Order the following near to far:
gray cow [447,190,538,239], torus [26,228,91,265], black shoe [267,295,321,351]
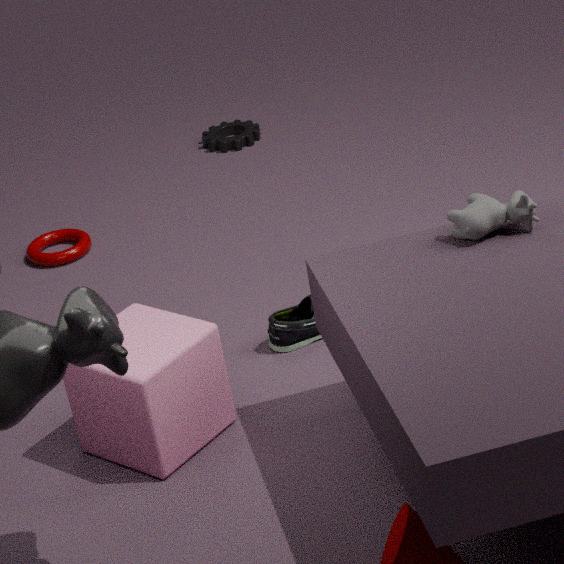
gray cow [447,190,538,239]
black shoe [267,295,321,351]
torus [26,228,91,265]
